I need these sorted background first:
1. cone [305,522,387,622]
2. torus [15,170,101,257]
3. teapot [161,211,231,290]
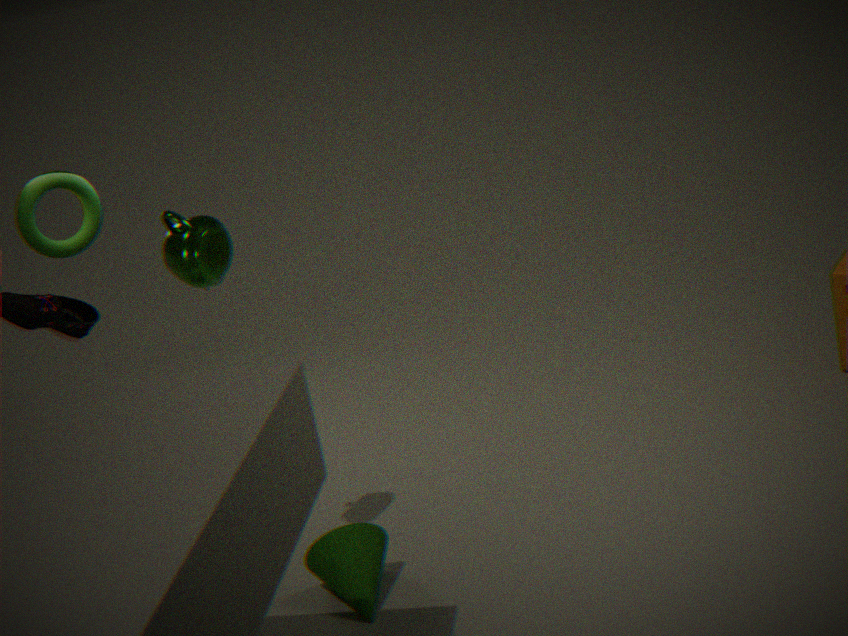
1. torus [15,170,101,257]
2. cone [305,522,387,622]
3. teapot [161,211,231,290]
